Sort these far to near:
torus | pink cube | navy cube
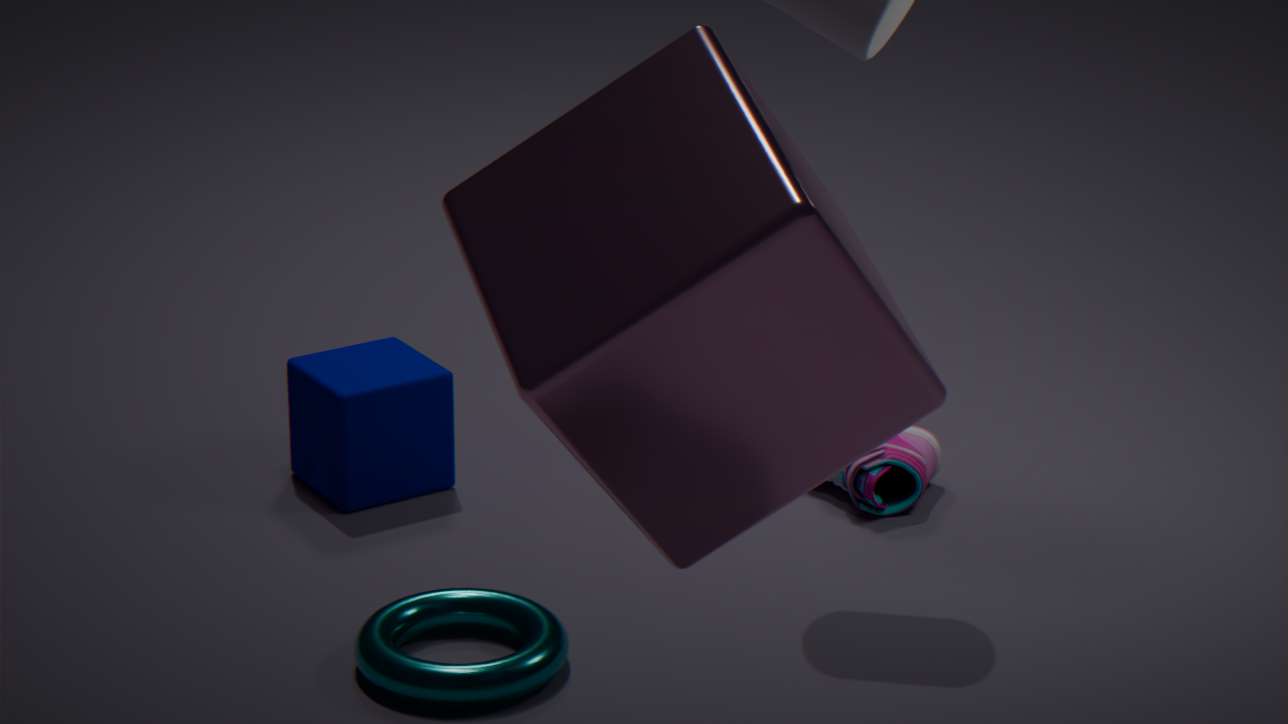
navy cube → torus → pink cube
